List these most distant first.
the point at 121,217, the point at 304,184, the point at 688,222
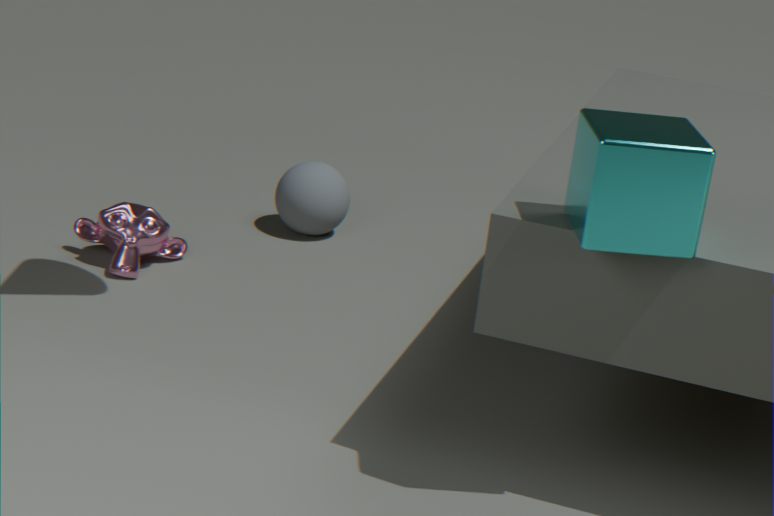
the point at 304,184 → the point at 121,217 → the point at 688,222
